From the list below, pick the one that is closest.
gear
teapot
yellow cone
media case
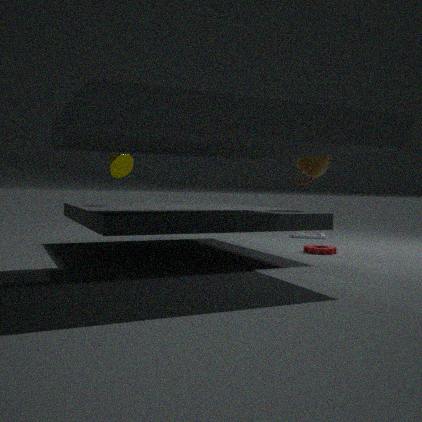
teapot
